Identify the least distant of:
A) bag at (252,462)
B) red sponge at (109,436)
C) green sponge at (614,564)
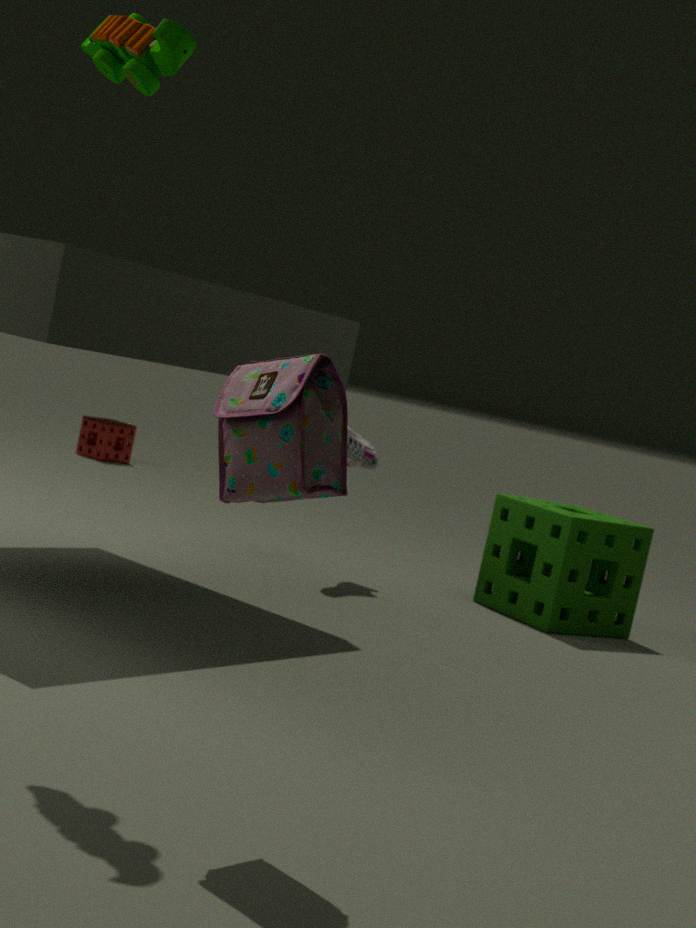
bag at (252,462)
